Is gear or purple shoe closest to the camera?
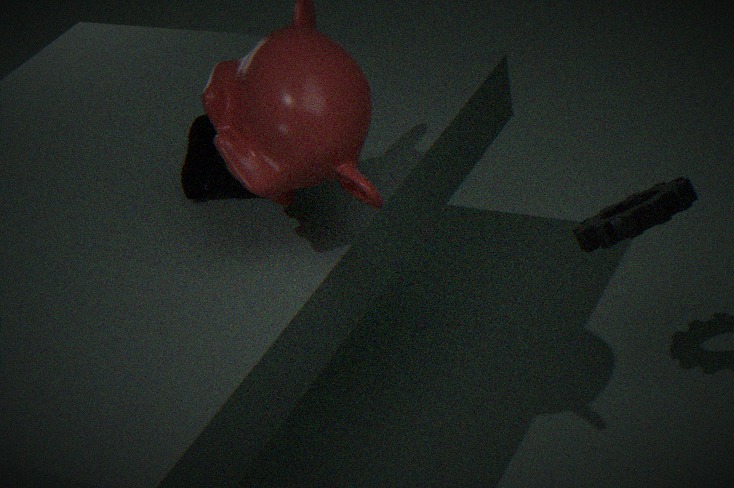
gear
